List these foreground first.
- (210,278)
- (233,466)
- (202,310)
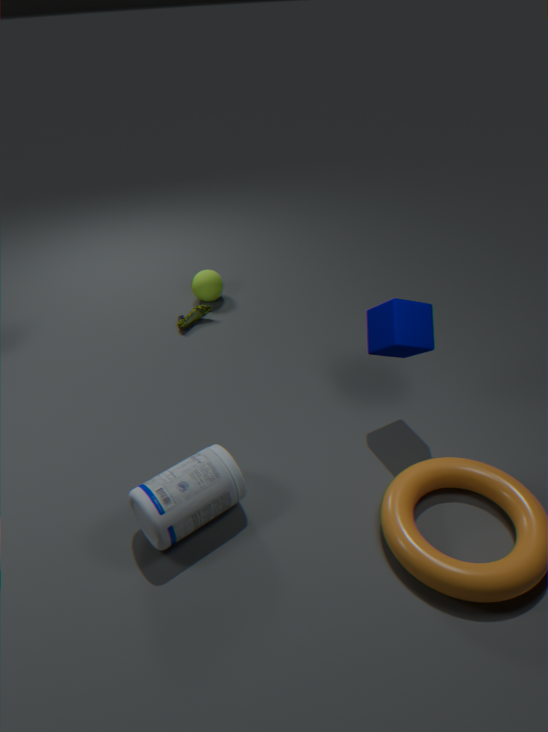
(233,466), (202,310), (210,278)
